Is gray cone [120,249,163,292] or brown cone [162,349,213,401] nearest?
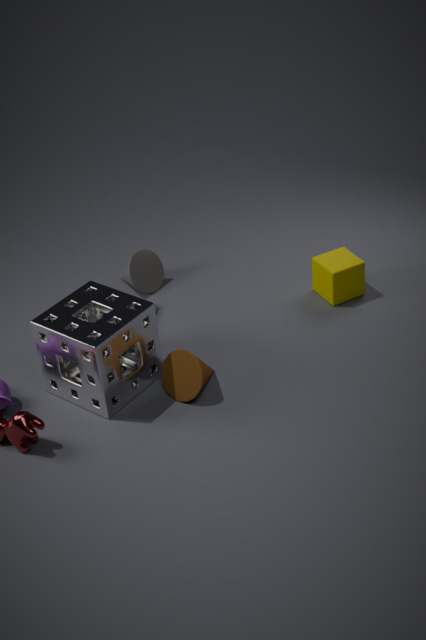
brown cone [162,349,213,401]
